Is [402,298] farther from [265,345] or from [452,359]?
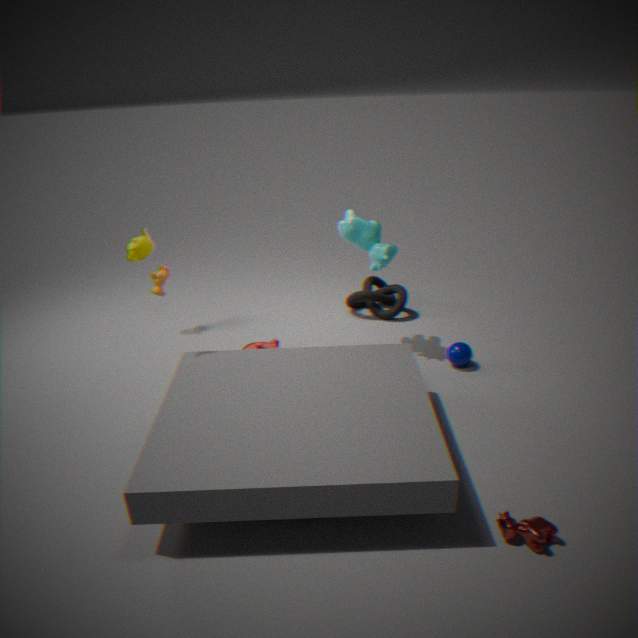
[265,345]
